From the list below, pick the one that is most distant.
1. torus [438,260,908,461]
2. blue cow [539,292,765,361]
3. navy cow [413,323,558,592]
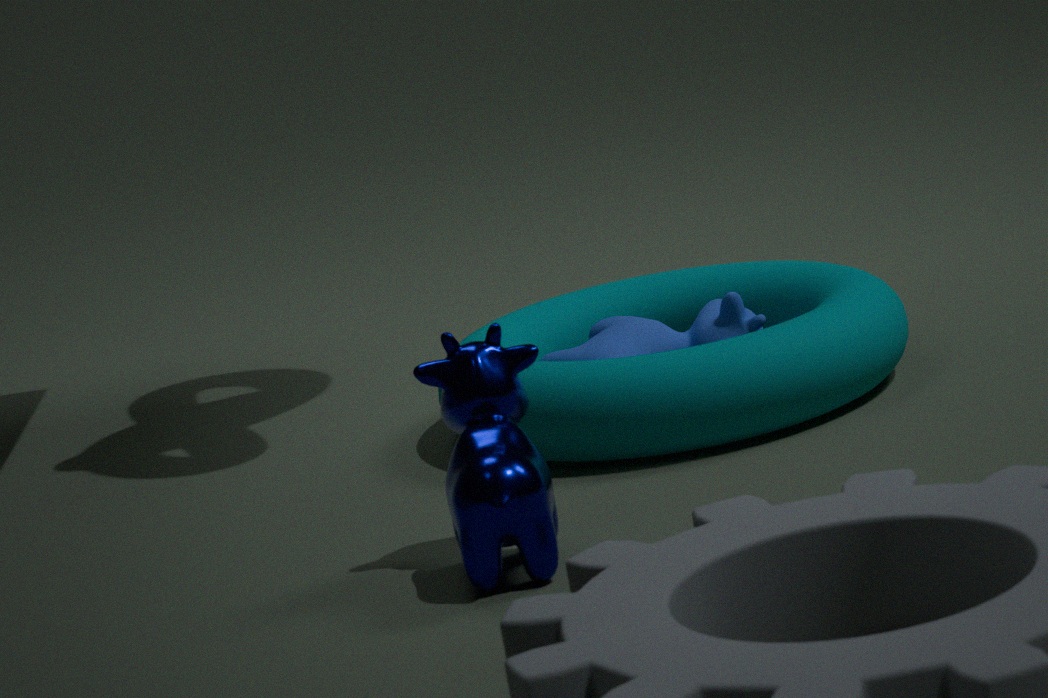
blue cow [539,292,765,361]
